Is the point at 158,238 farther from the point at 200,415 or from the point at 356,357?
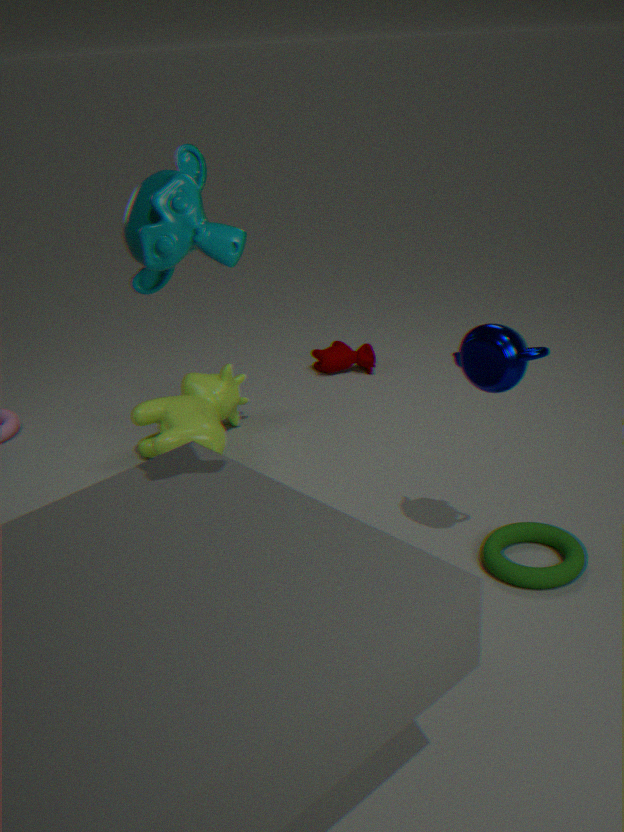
the point at 356,357
